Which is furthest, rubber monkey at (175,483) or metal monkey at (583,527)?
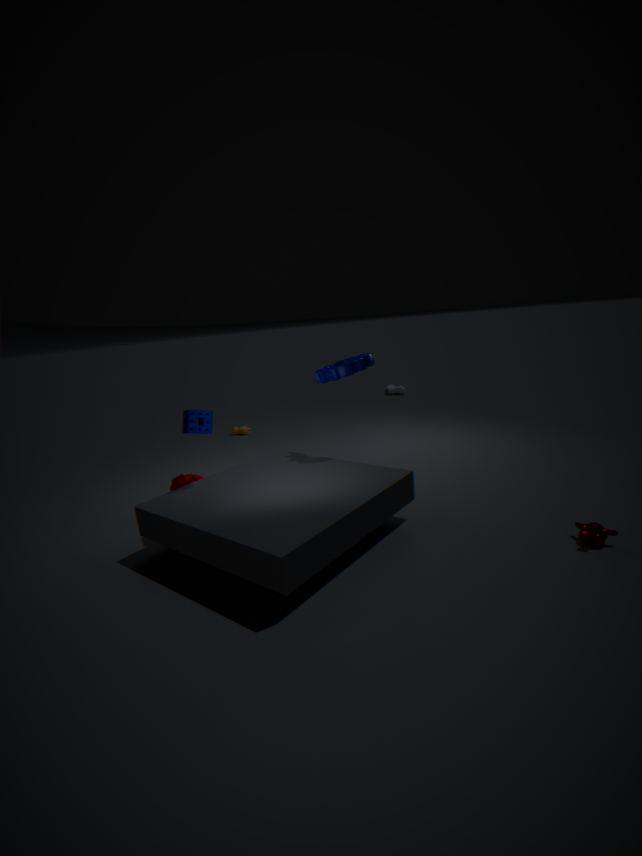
rubber monkey at (175,483)
